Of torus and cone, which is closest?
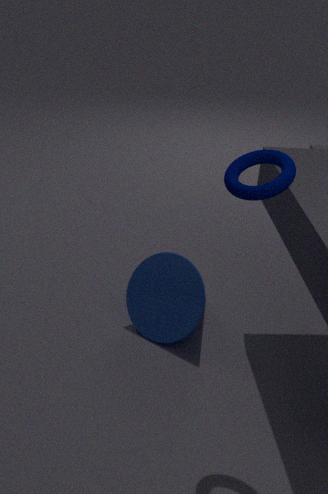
torus
